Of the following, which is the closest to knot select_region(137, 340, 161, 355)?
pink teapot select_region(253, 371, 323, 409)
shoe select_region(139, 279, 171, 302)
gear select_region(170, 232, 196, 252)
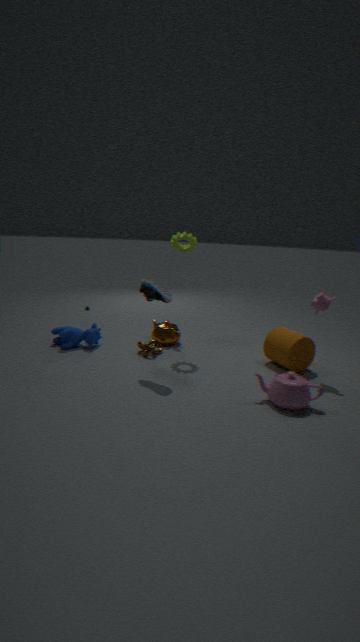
shoe select_region(139, 279, 171, 302)
